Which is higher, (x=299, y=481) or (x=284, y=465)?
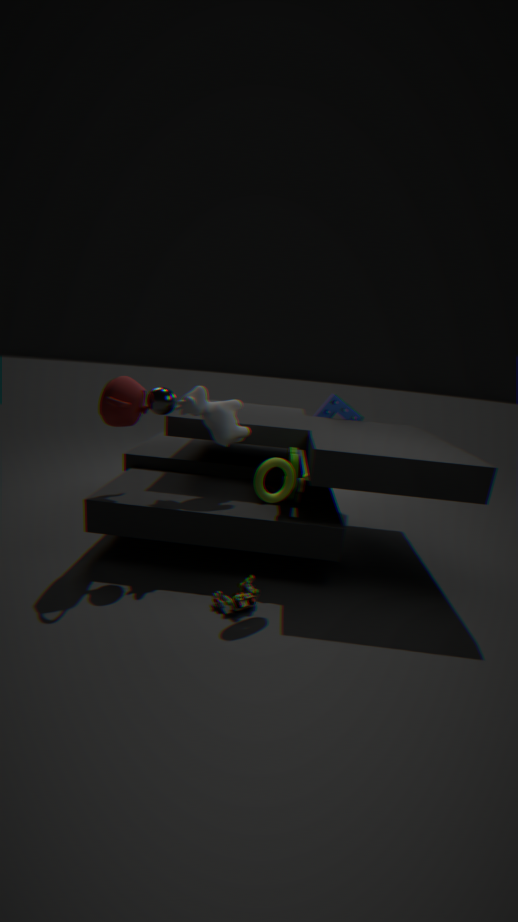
(x=284, y=465)
